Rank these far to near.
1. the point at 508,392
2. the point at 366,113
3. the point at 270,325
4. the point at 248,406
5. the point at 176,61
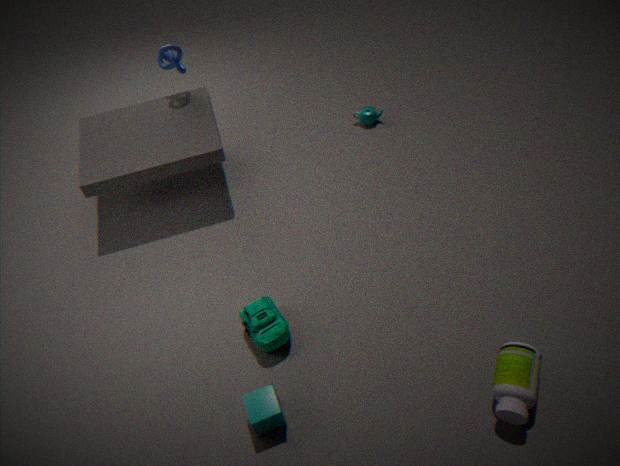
the point at 366,113 → the point at 176,61 → the point at 270,325 → the point at 248,406 → the point at 508,392
